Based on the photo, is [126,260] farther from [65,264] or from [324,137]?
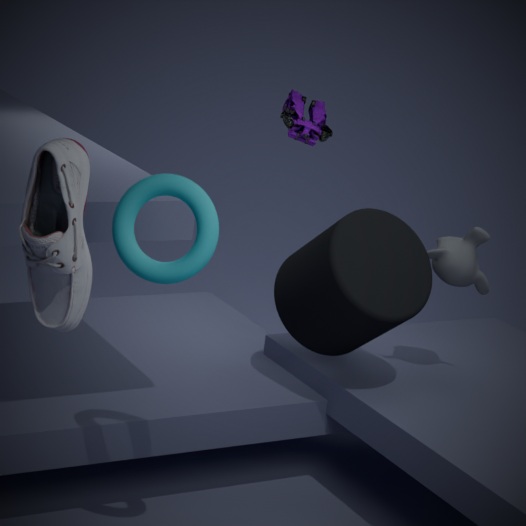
[324,137]
